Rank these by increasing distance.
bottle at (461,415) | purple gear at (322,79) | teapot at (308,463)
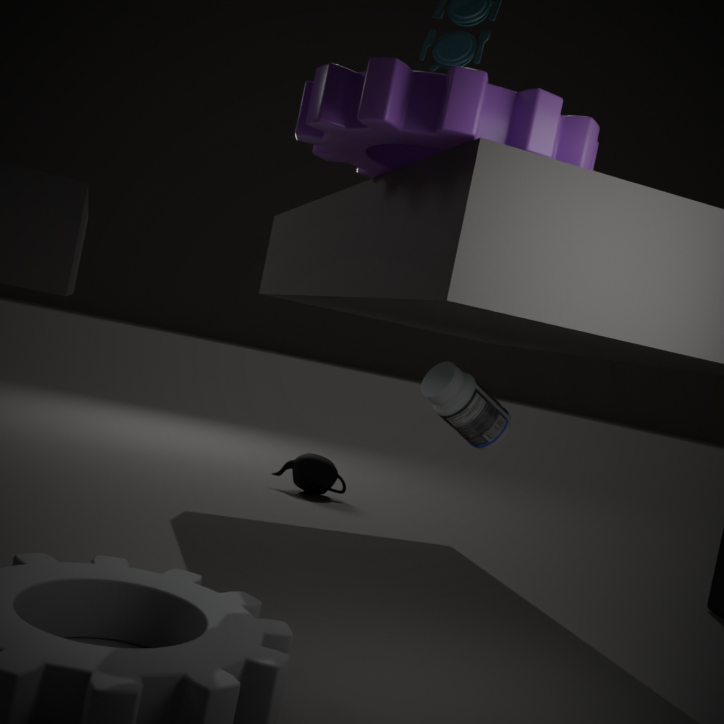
purple gear at (322,79)
bottle at (461,415)
teapot at (308,463)
